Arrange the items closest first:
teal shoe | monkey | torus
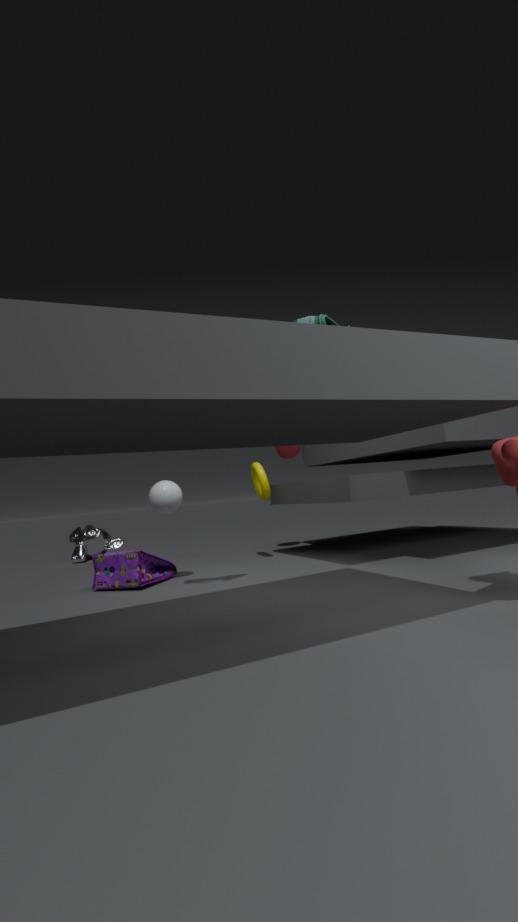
teal shoe
torus
monkey
